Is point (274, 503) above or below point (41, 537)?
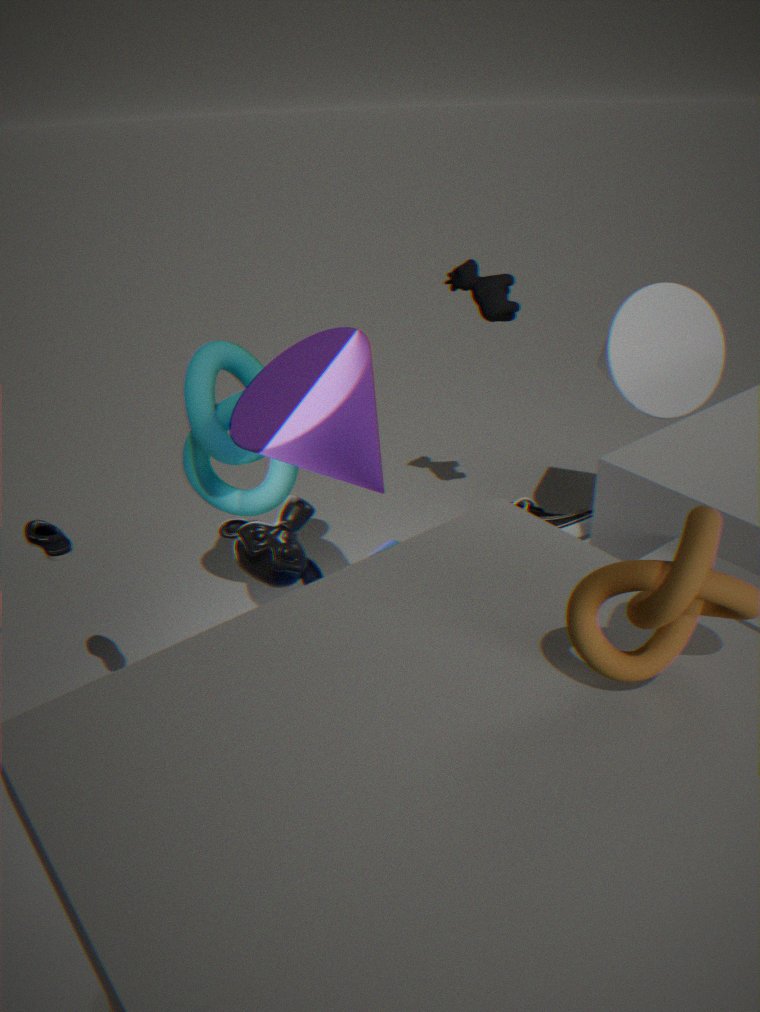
above
